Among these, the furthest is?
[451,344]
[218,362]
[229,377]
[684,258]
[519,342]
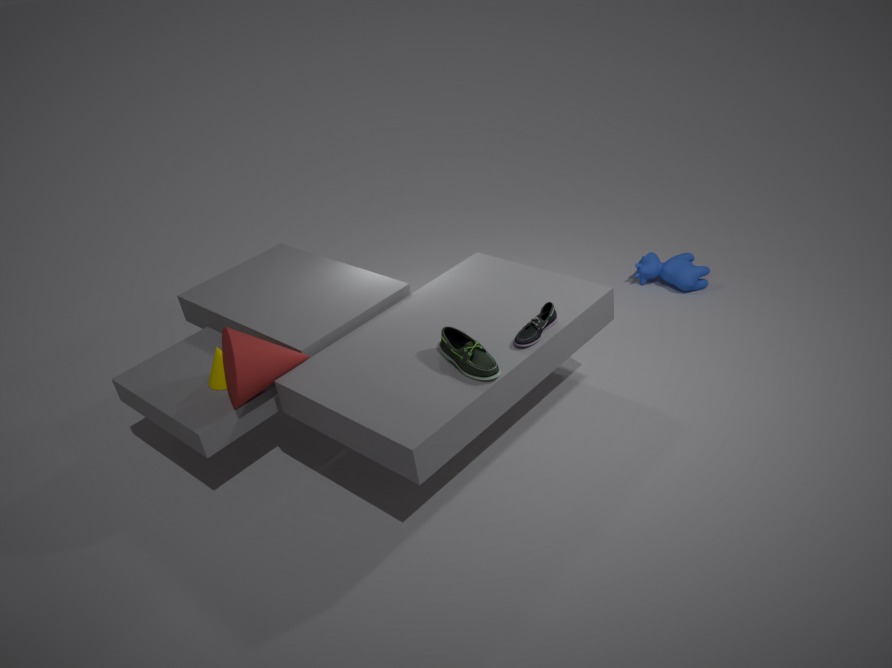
[684,258]
